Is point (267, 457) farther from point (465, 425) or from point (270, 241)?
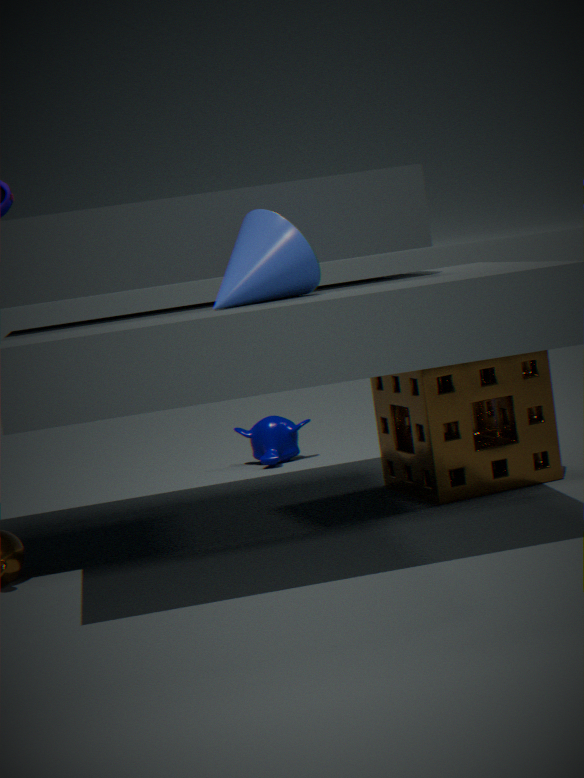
point (270, 241)
